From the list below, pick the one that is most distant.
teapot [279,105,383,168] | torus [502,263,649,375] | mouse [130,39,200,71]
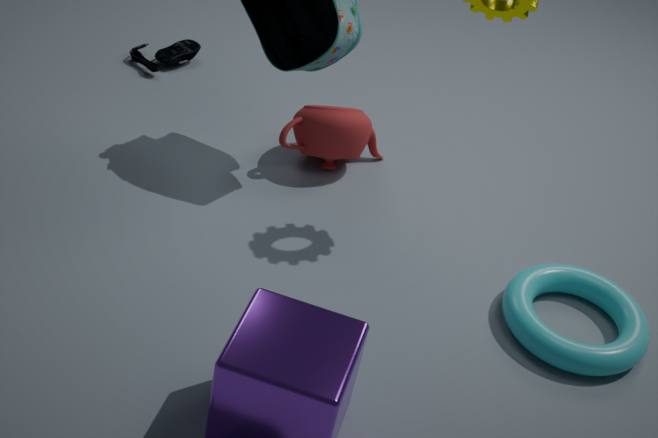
mouse [130,39,200,71]
